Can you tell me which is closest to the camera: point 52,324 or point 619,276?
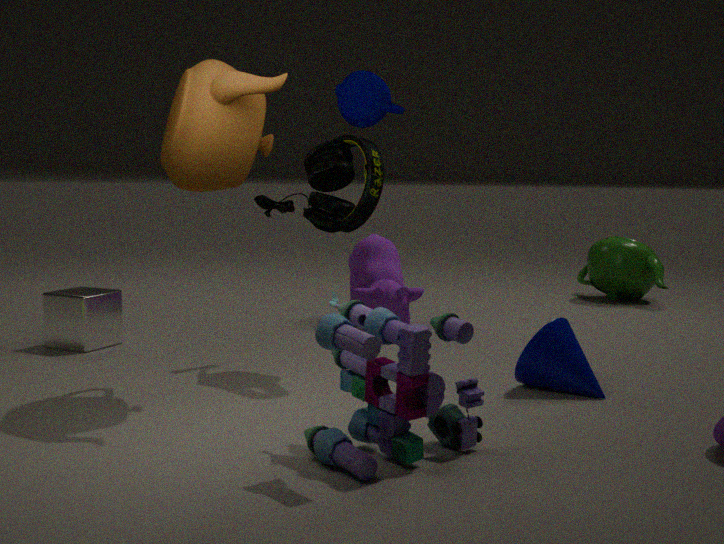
point 52,324
